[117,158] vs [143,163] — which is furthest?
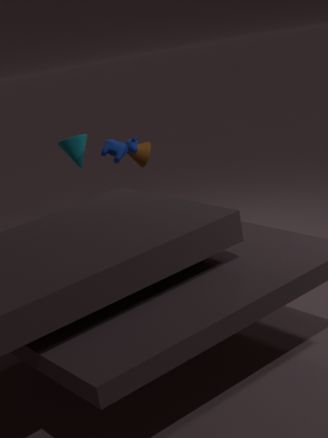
[143,163]
